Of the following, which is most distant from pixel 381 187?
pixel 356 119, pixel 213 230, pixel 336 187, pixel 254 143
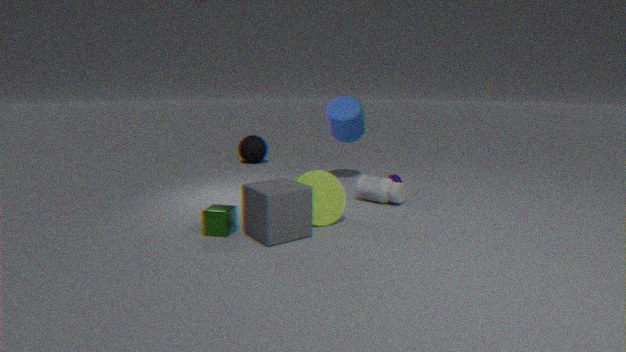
pixel 254 143
